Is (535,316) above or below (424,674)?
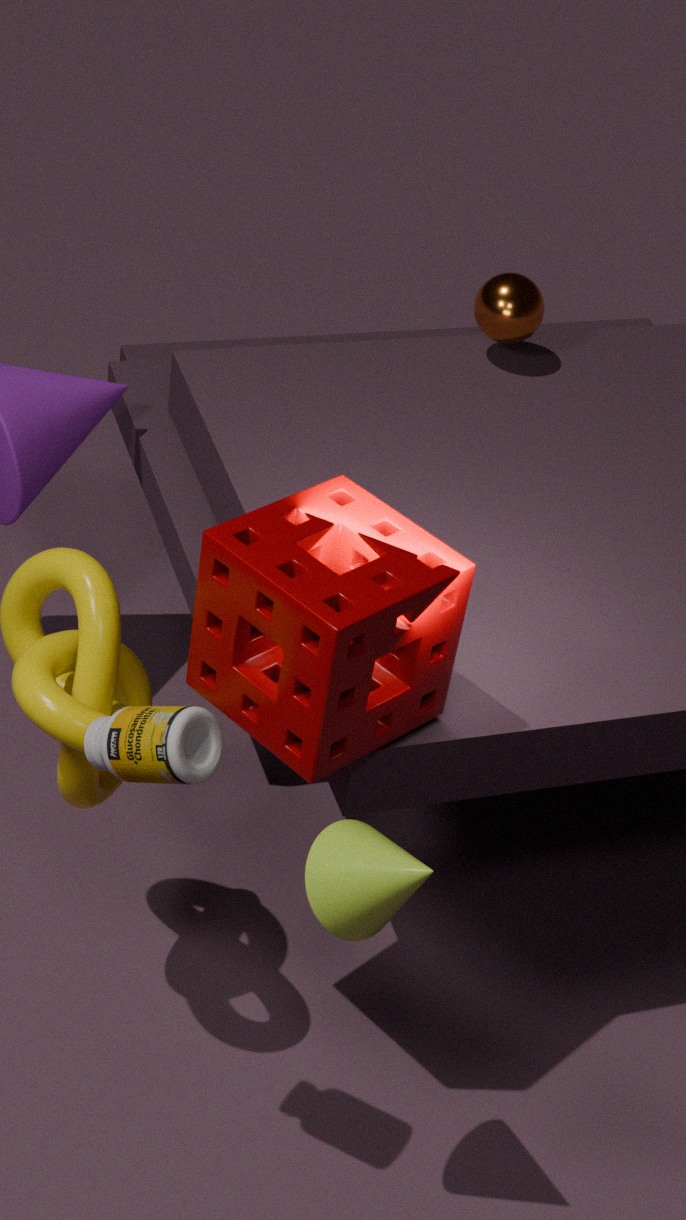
below
